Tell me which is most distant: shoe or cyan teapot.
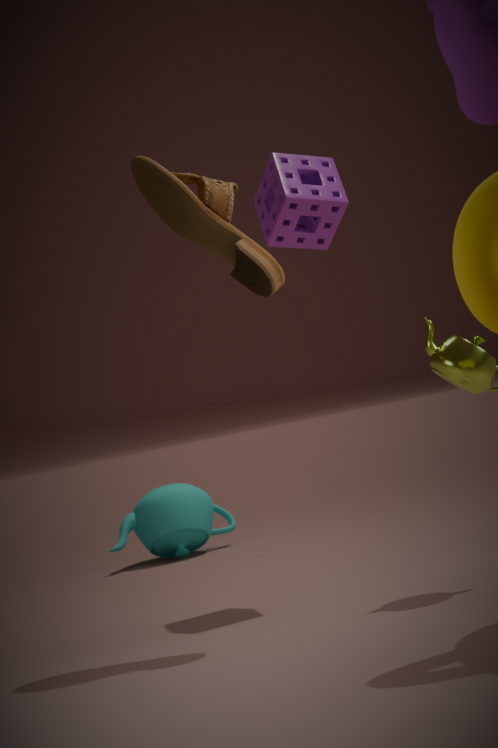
cyan teapot
